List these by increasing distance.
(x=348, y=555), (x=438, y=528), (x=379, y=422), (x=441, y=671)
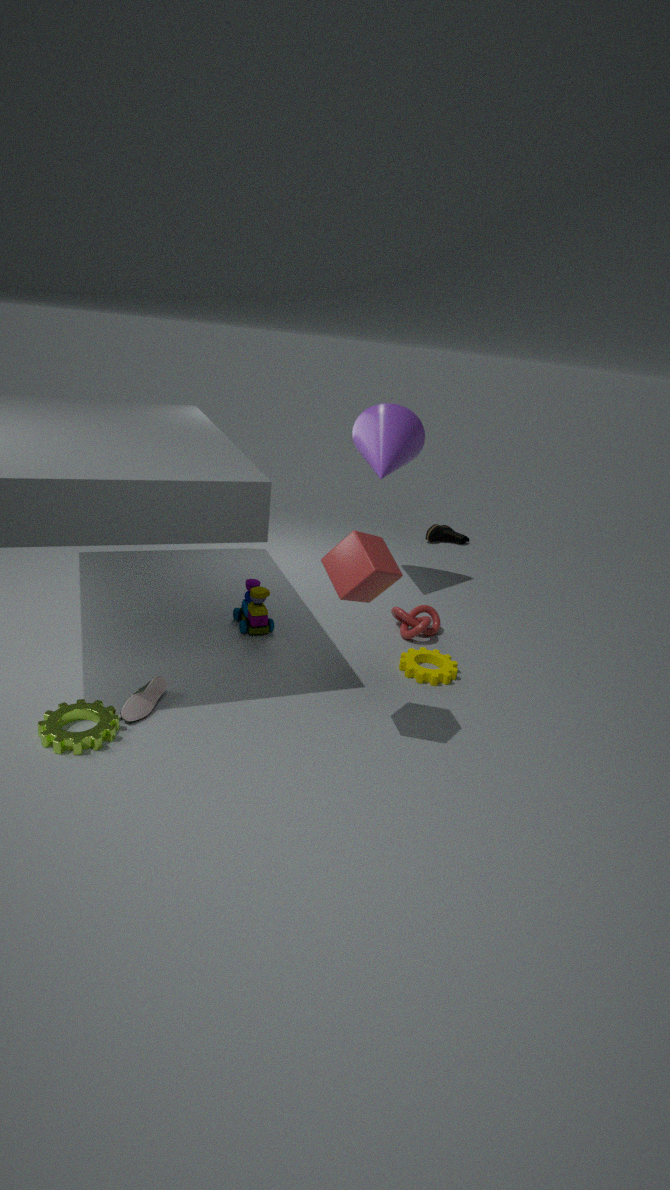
(x=348, y=555)
(x=441, y=671)
(x=379, y=422)
(x=438, y=528)
